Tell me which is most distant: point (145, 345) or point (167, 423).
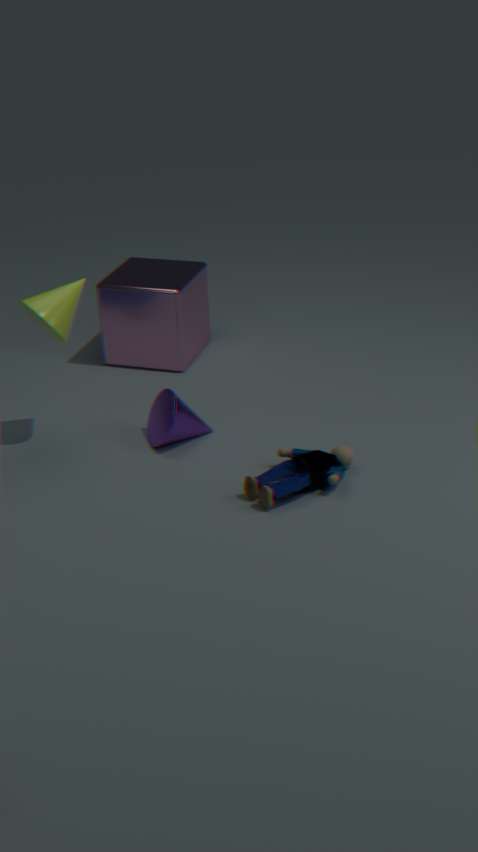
point (145, 345)
